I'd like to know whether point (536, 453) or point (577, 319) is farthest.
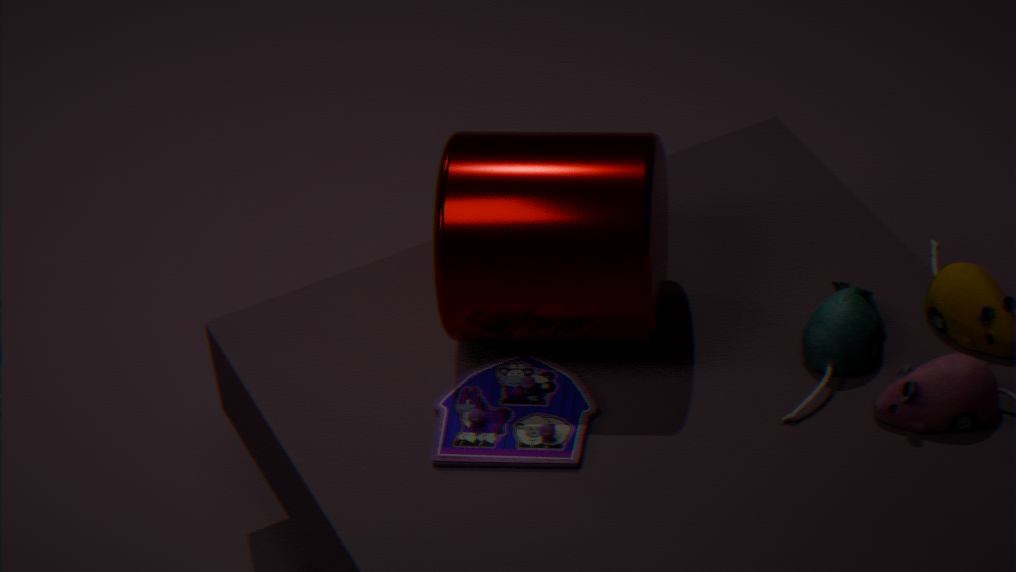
point (577, 319)
